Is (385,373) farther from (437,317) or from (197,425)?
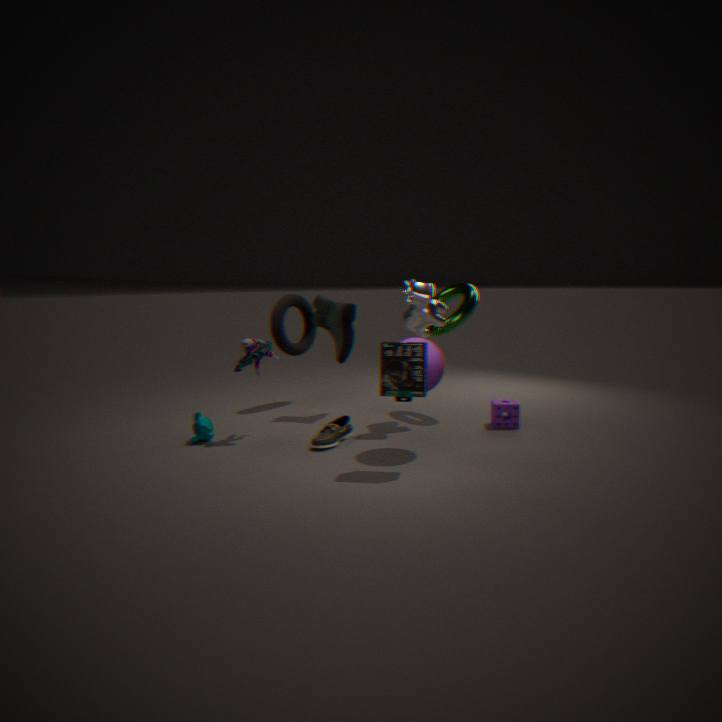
(197,425)
